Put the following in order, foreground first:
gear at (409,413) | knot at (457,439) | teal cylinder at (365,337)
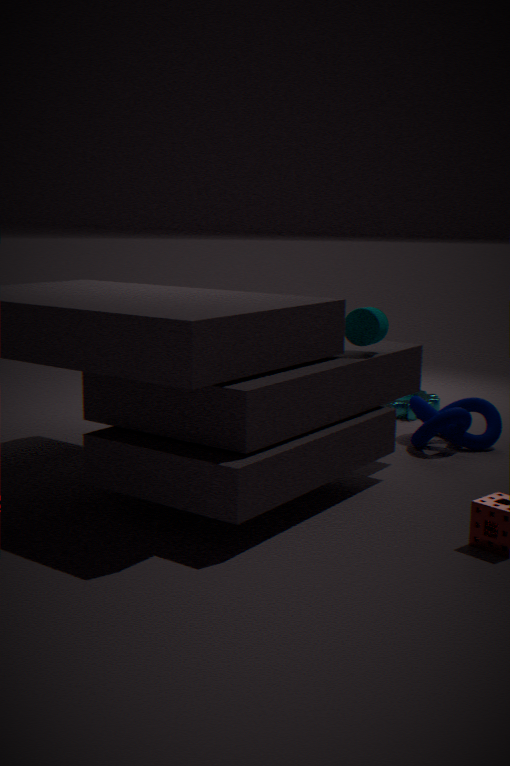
teal cylinder at (365,337) → knot at (457,439) → gear at (409,413)
